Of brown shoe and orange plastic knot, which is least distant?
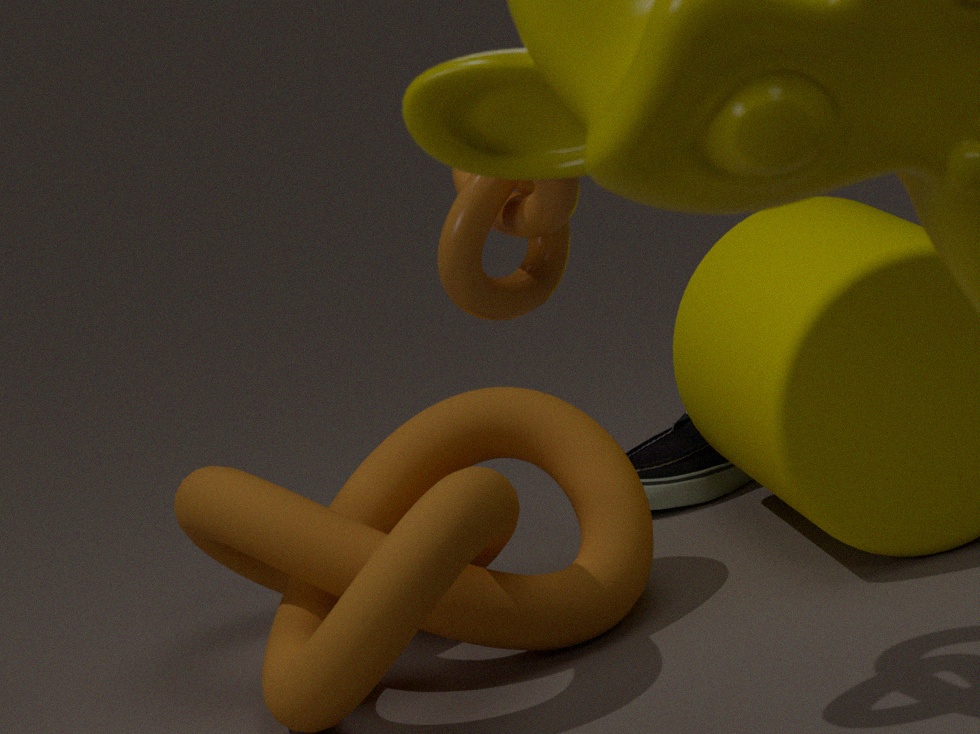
orange plastic knot
